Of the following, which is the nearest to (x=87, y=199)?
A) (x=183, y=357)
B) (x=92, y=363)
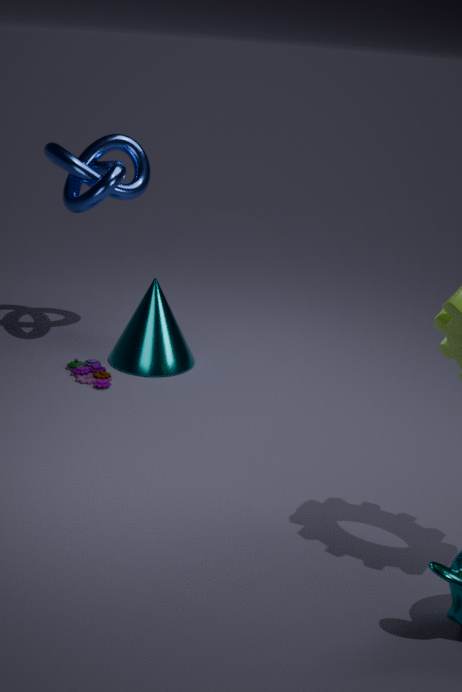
(x=183, y=357)
